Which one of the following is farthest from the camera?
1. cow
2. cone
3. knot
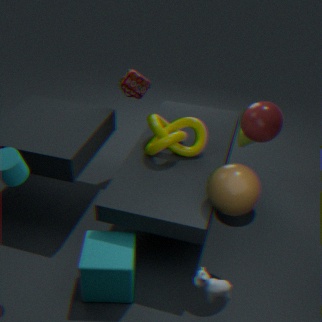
cone
